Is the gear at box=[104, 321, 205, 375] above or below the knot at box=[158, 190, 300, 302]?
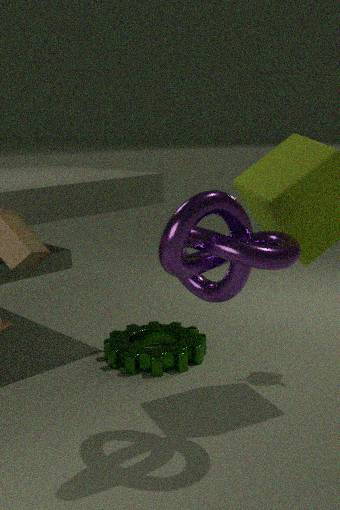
below
